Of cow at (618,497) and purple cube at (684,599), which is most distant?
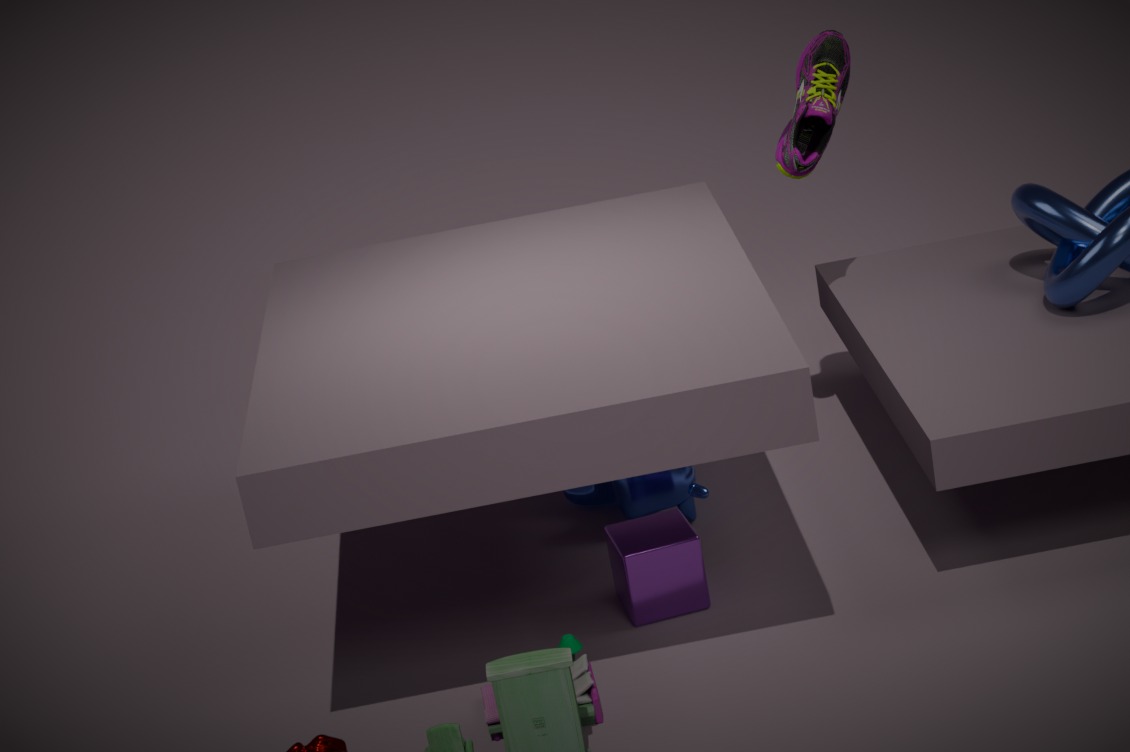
cow at (618,497)
